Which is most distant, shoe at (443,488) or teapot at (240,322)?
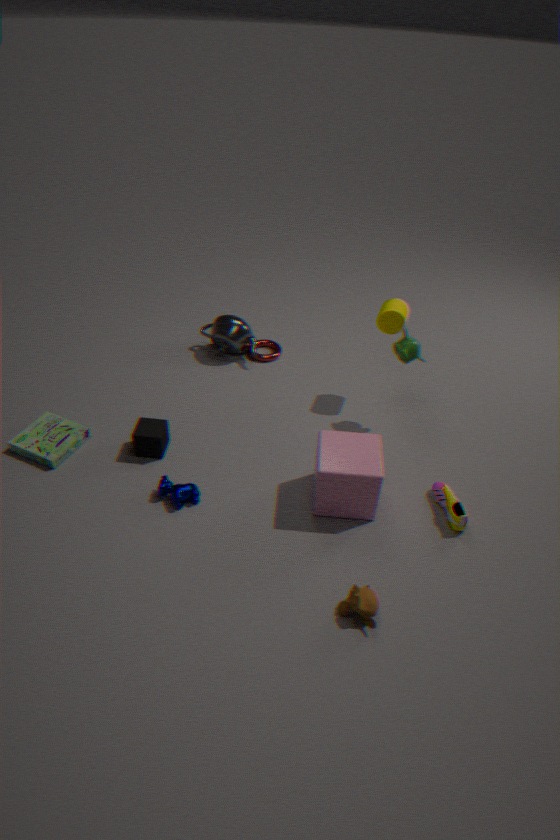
teapot at (240,322)
